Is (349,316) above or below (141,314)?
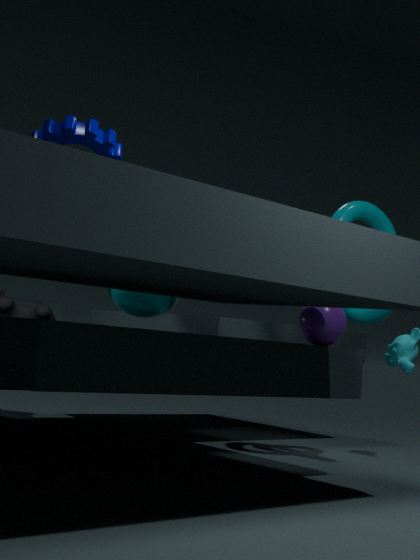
above
